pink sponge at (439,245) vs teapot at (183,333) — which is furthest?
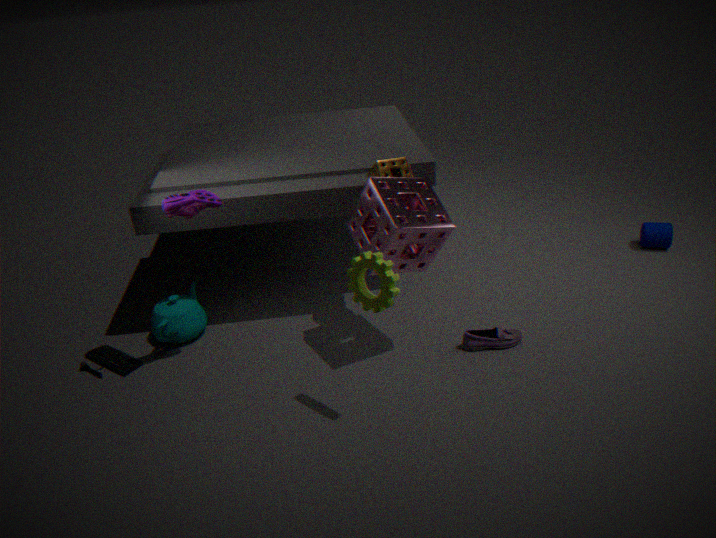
teapot at (183,333)
